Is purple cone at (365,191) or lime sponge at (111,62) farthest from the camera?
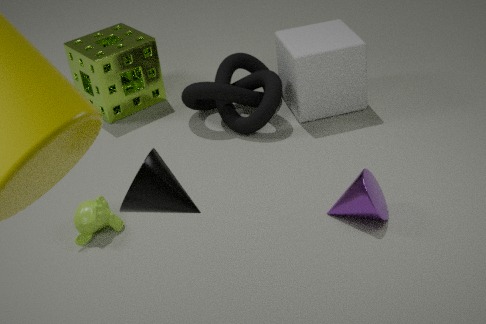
lime sponge at (111,62)
